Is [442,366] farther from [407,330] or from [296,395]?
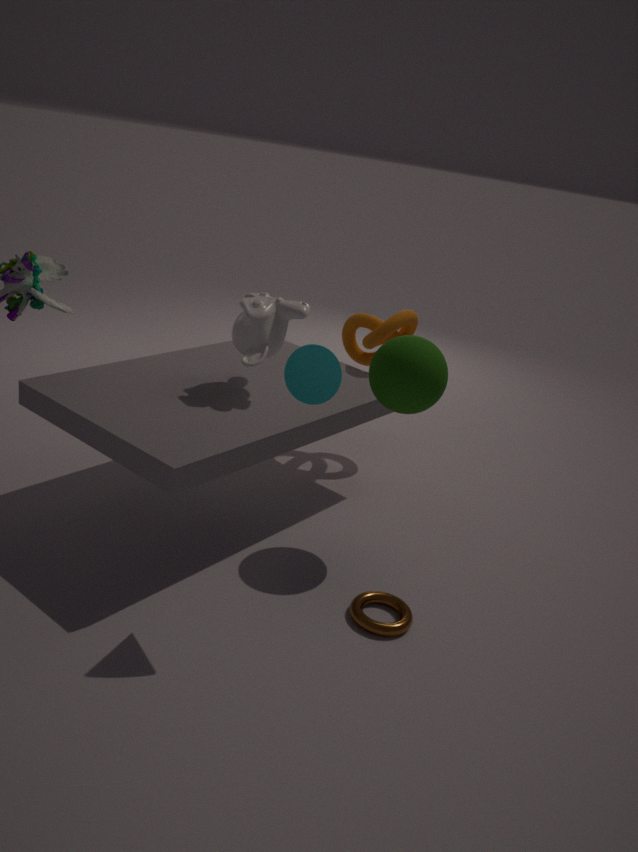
[407,330]
